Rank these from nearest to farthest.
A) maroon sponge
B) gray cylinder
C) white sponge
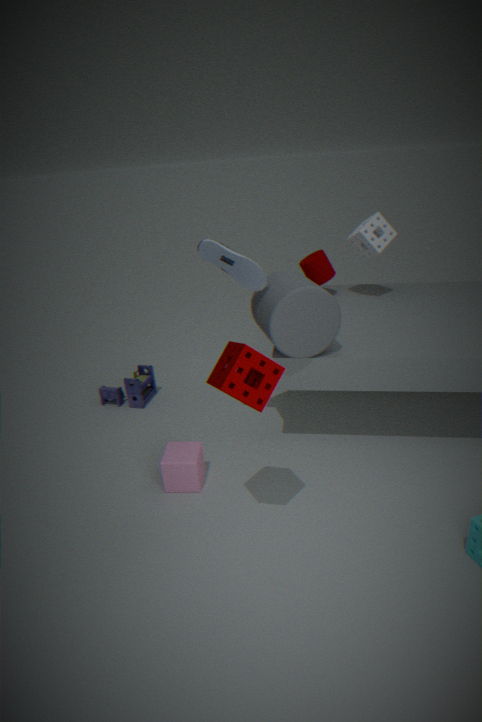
1. maroon sponge
2. gray cylinder
3. white sponge
